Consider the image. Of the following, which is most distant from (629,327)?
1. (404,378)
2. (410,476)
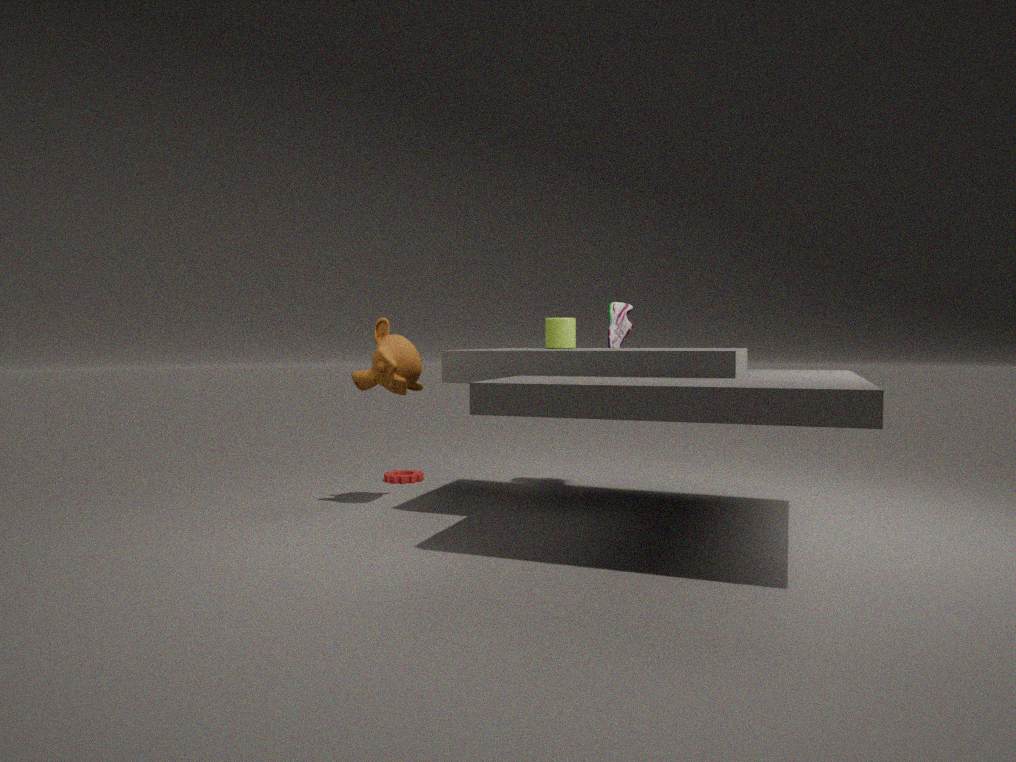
(410,476)
